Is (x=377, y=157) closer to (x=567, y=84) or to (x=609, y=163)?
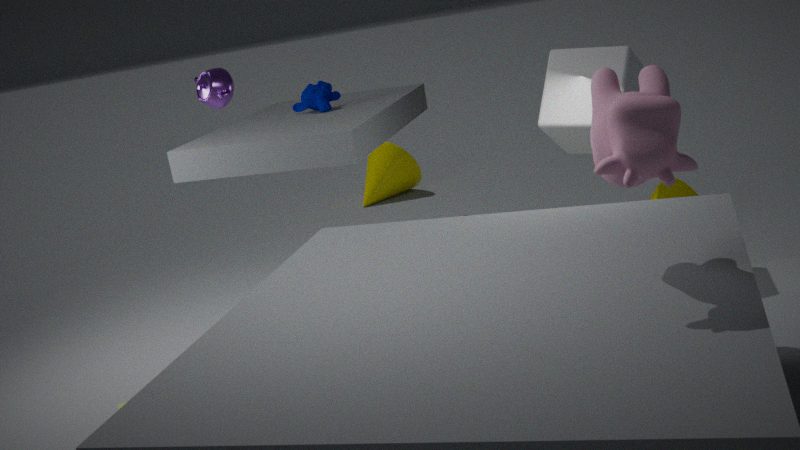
(x=567, y=84)
